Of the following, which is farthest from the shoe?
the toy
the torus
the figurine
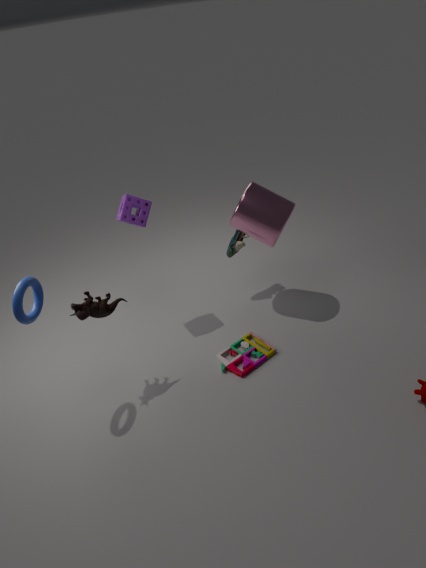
the torus
